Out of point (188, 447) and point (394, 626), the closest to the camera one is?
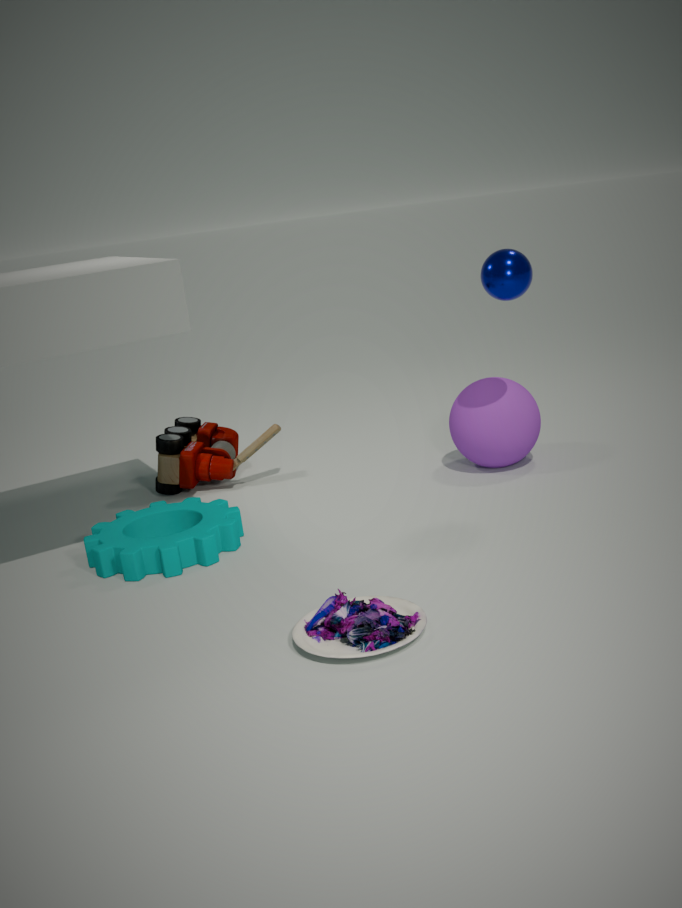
point (394, 626)
